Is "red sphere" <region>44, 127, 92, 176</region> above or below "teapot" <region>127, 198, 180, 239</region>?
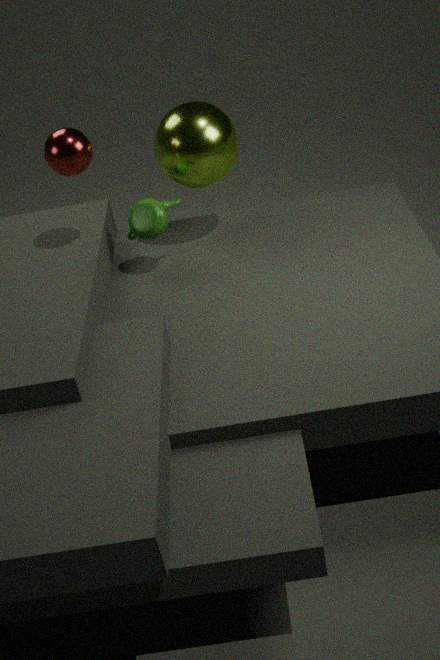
above
